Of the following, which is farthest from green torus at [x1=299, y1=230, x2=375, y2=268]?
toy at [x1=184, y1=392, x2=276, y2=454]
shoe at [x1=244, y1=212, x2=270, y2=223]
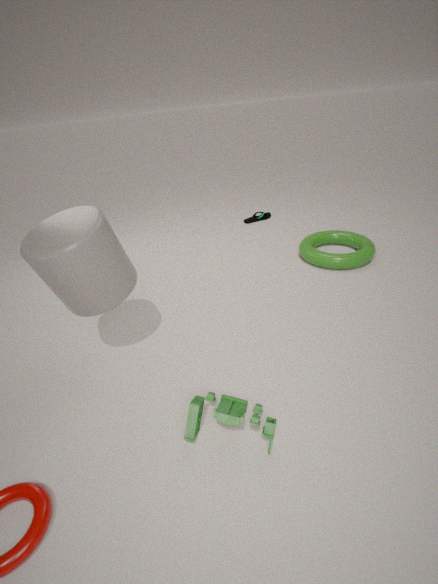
toy at [x1=184, y1=392, x2=276, y2=454]
